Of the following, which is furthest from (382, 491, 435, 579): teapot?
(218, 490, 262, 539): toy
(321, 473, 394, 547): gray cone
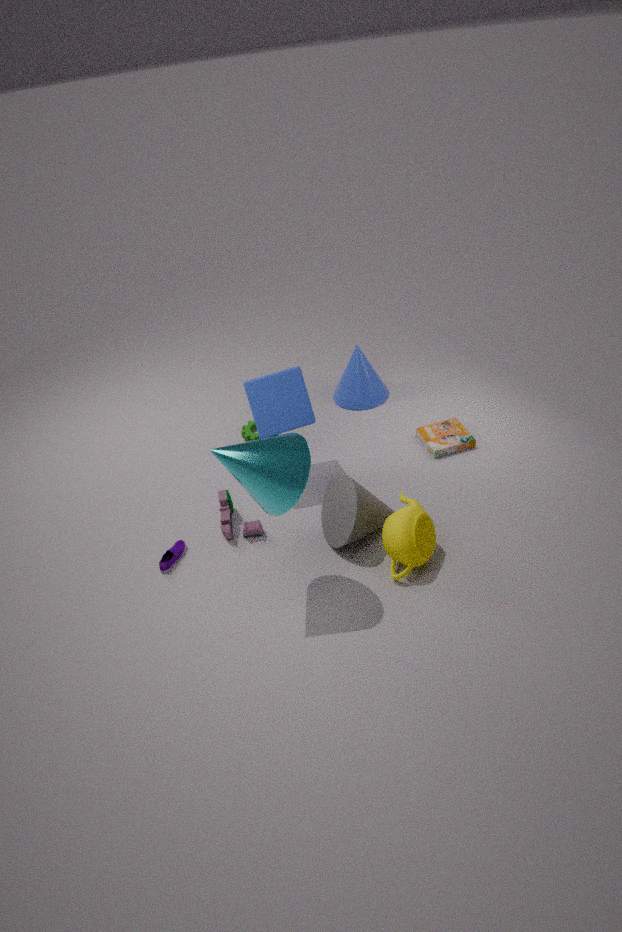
(218, 490, 262, 539): toy
